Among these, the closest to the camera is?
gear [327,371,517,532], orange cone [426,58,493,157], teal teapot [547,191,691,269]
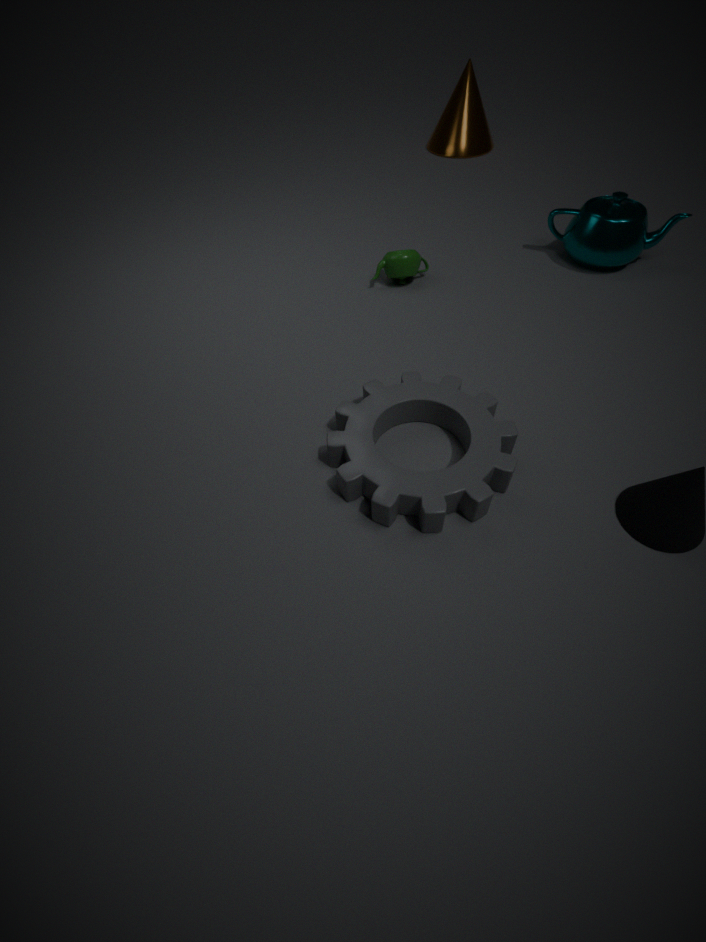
gear [327,371,517,532]
